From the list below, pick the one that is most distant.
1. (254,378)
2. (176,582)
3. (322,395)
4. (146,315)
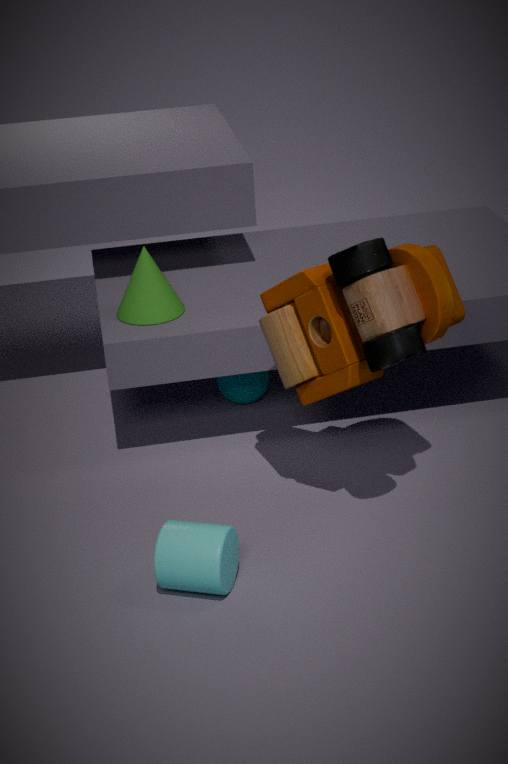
(254,378)
